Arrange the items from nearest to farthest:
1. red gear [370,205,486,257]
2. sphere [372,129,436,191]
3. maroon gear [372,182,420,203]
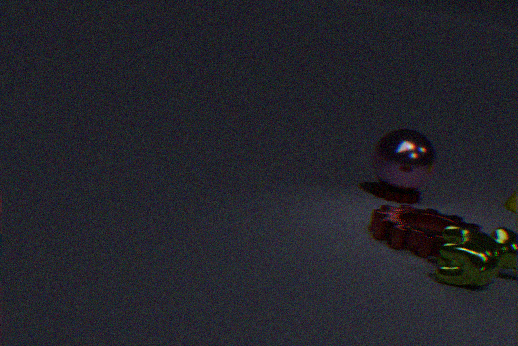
1. red gear [370,205,486,257]
2. sphere [372,129,436,191]
3. maroon gear [372,182,420,203]
